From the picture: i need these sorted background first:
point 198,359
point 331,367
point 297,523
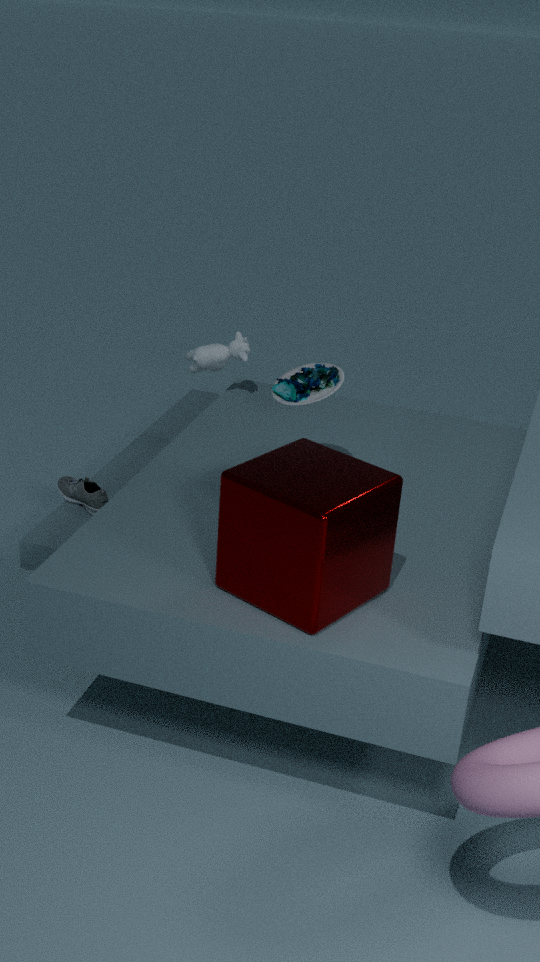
point 198,359
point 331,367
point 297,523
